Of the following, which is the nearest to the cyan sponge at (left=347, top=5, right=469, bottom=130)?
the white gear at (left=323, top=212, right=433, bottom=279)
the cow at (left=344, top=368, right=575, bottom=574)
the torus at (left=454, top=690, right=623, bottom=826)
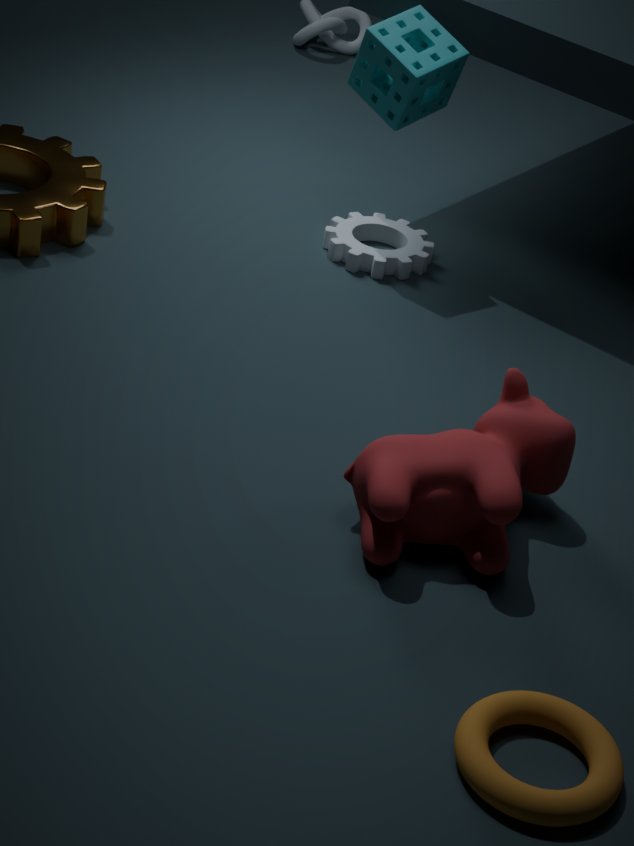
the white gear at (left=323, top=212, right=433, bottom=279)
